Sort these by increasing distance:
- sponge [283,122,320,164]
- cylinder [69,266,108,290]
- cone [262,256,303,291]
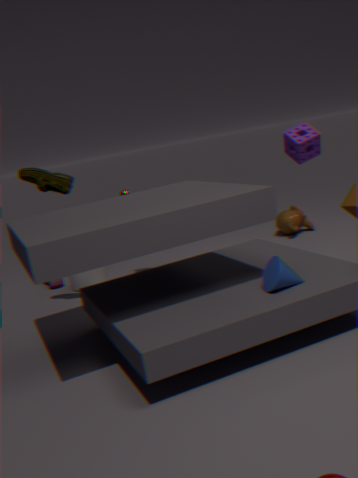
cone [262,256,303,291]
sponge [283,122,320,164]
cylinder [69,266,108,290]
